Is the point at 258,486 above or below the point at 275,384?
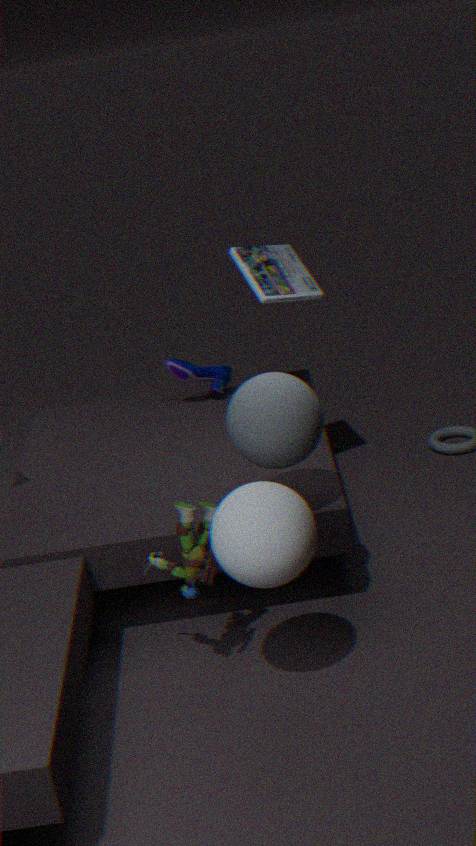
below
